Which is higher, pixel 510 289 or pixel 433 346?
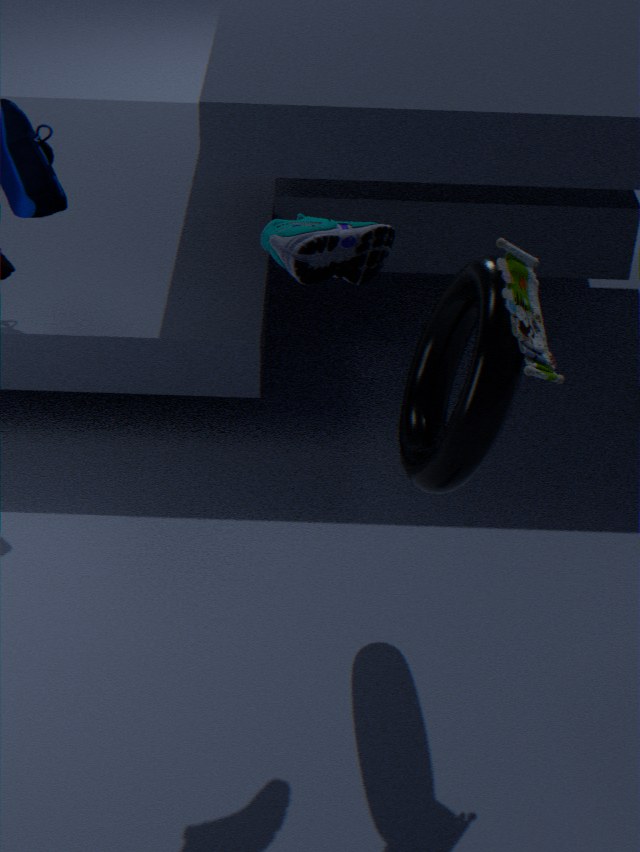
pixel 510 289
